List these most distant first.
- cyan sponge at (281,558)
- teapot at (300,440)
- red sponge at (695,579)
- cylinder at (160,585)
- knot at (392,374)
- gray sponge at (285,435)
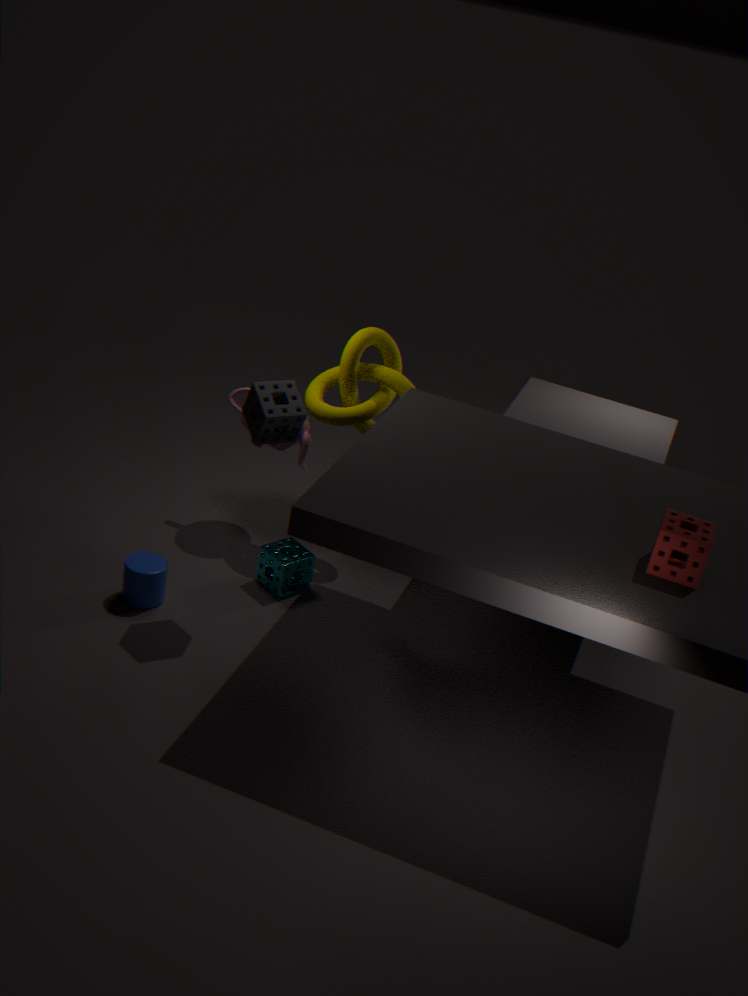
1. teapot at (300,440)
2. knot at (392,374)
3. cyan sponge at (281,558)
4. cylinder at (160,585)
5. gray sponge at (285,435)
6. red sponge at (695,579)
